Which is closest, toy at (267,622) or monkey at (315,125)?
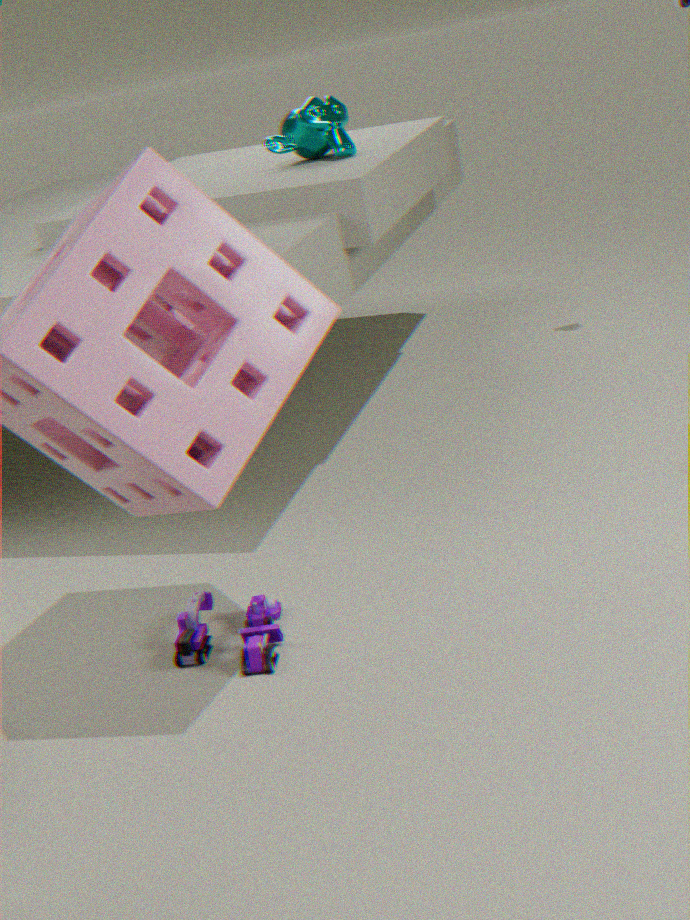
toy at (267,622)
